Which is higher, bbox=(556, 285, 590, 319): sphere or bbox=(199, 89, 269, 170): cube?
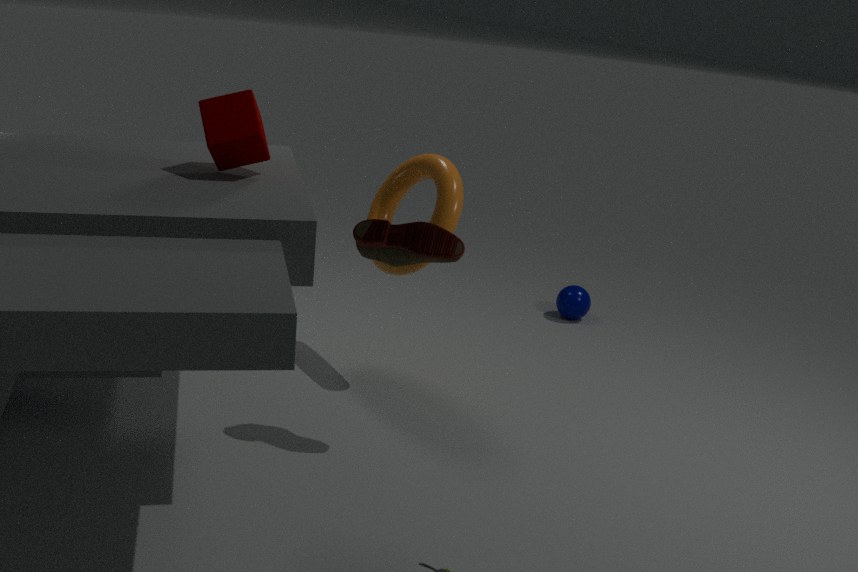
bbox=(199, 89, 269, 170): cube
